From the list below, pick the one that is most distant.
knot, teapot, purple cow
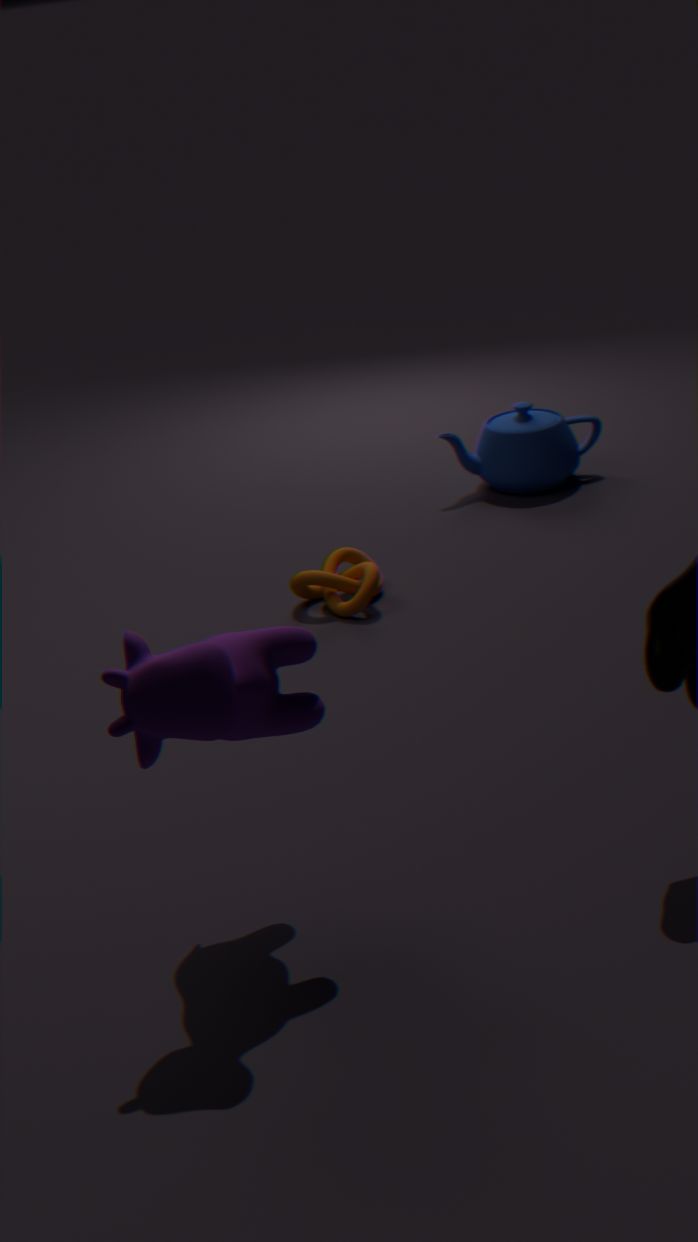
teapot
